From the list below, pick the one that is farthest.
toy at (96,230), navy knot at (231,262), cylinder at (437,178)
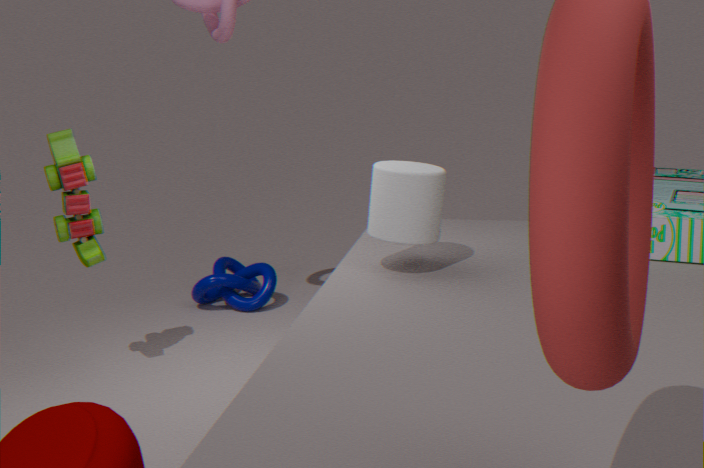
navy knot at (231,262)
